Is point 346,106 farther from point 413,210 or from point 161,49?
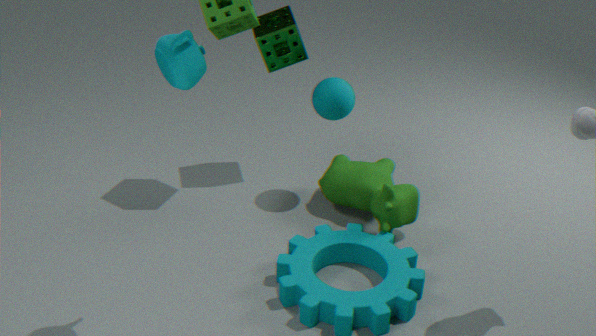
point 161,49
